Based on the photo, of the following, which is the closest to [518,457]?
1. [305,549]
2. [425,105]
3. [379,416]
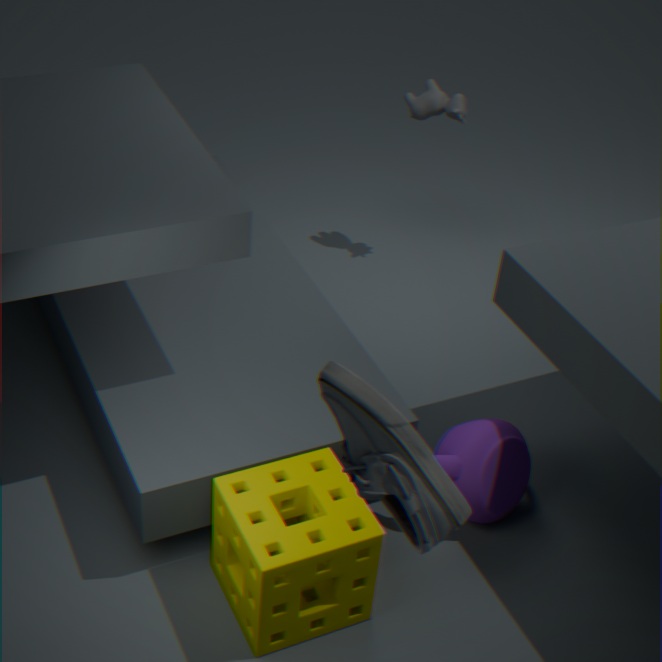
[305,549]
